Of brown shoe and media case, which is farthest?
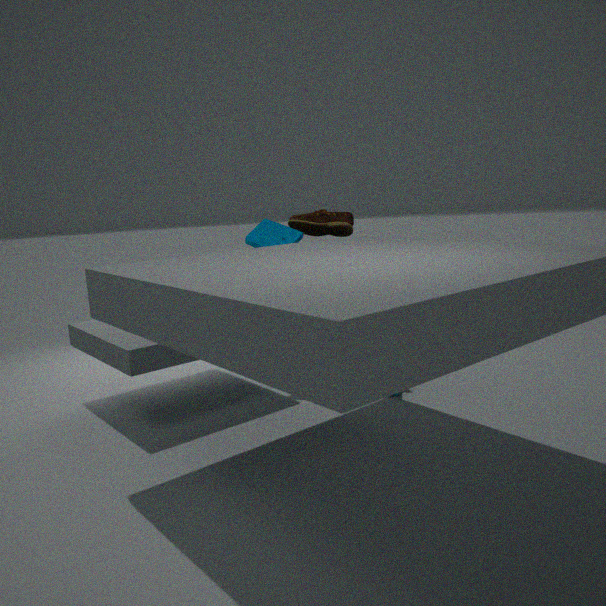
brown shoe
